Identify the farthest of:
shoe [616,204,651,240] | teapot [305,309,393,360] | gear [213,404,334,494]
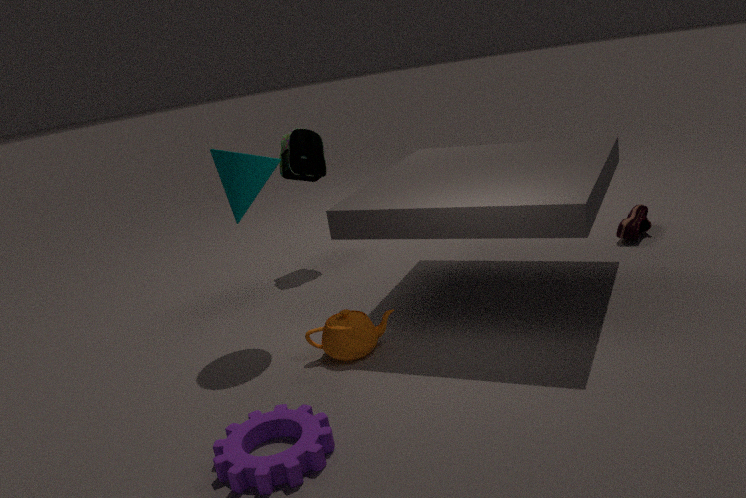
shoe [616,204,651,240]
